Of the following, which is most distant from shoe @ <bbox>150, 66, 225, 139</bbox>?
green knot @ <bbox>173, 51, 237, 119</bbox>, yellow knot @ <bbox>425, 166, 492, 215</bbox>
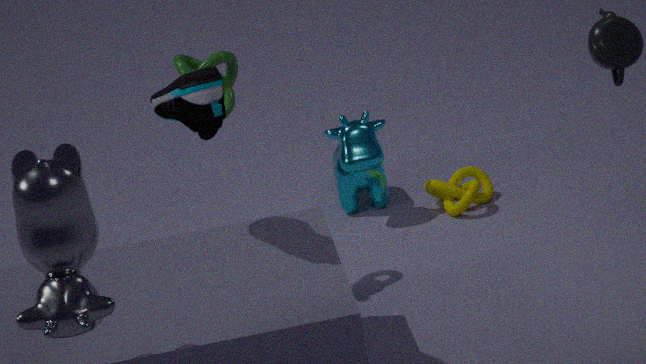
yellow knot @ <bbox>425, 166, 492, 215</bbox>
